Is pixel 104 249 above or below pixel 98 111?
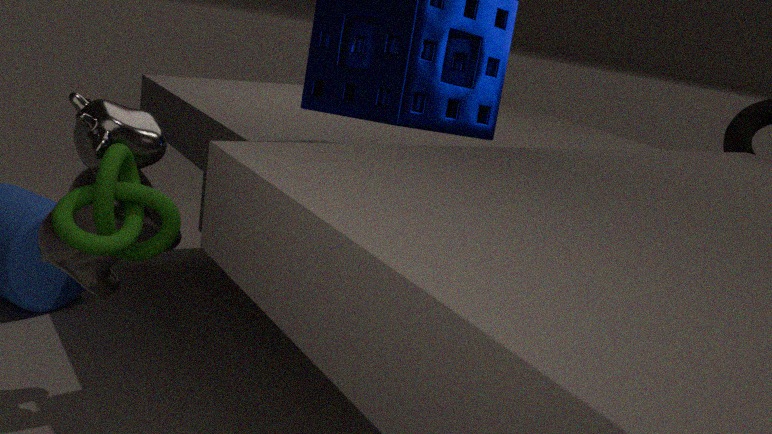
above
